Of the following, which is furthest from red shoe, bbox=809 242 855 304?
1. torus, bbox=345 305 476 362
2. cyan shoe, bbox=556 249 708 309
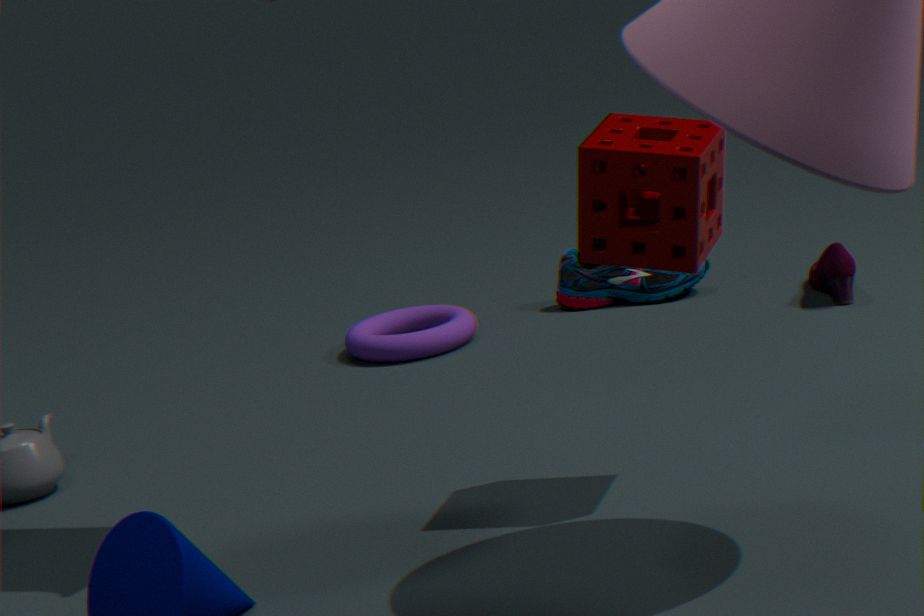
torus, bbox=345 305 476 362
